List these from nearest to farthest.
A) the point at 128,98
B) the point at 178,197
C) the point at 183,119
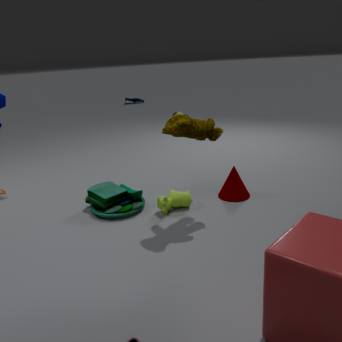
the point at 183,119 → the point at 178,197 → the point at 128,98
